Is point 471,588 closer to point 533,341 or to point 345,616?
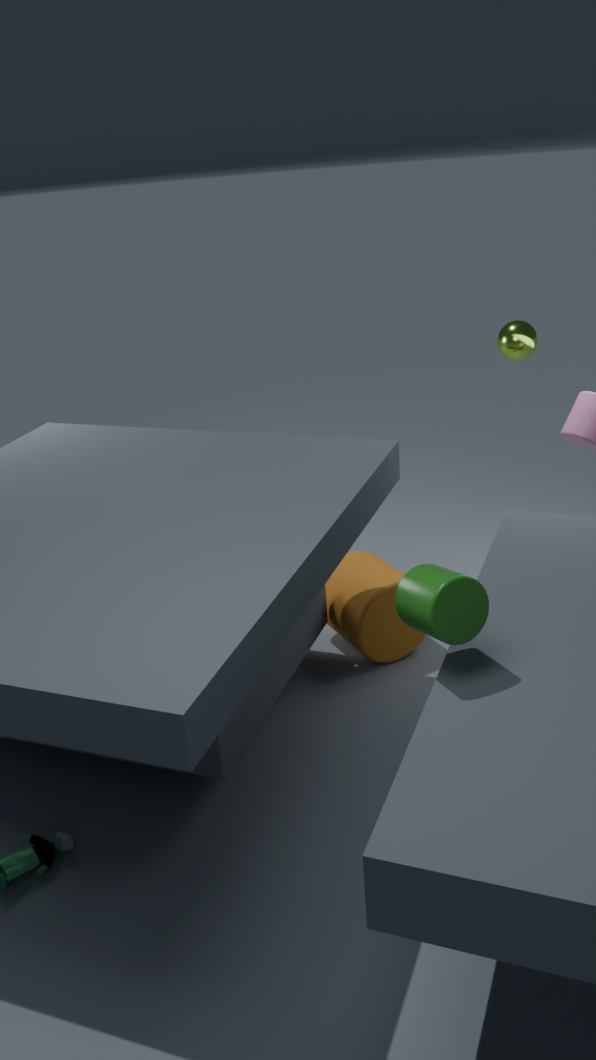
point 345,616
